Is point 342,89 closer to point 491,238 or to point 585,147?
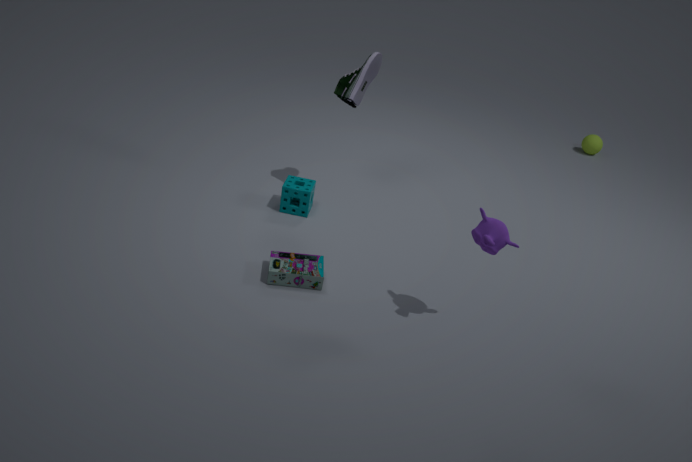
point 491,238
